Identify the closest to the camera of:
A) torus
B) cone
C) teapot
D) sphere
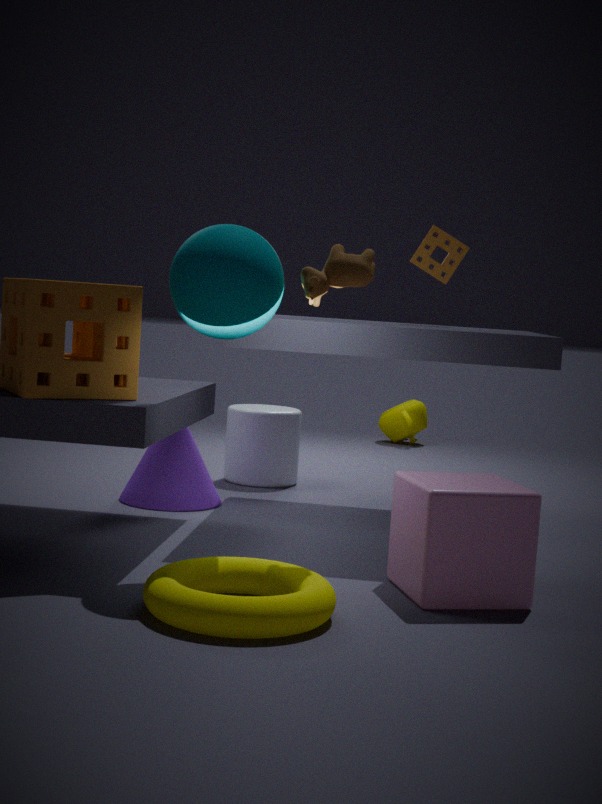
torus
